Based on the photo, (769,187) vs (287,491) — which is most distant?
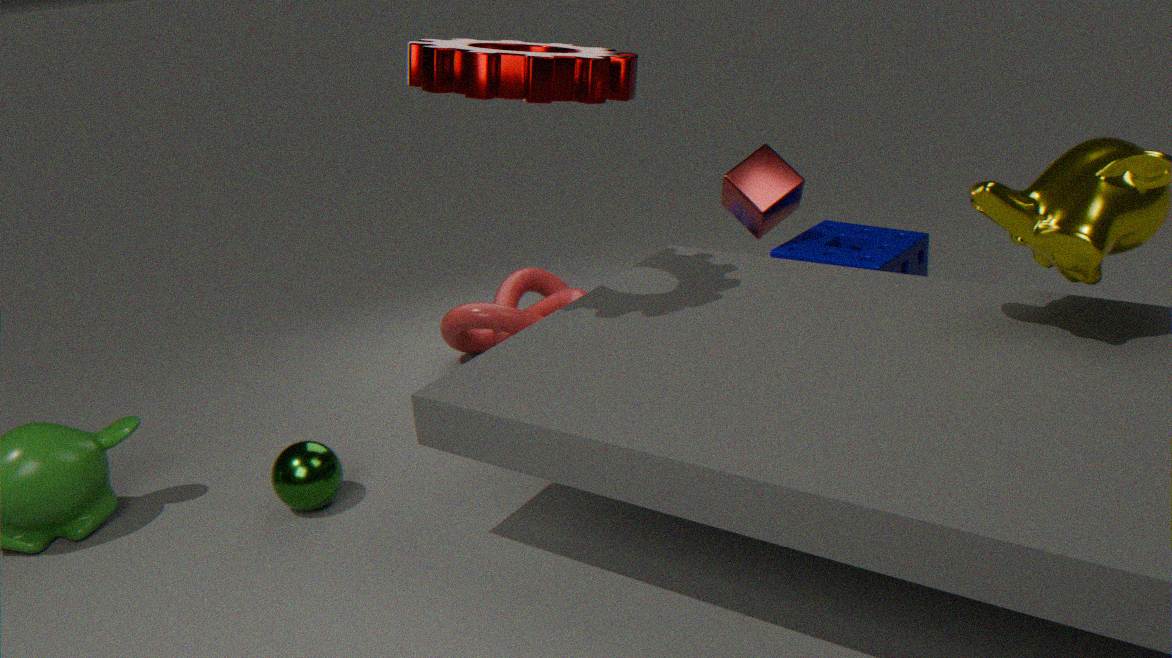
(769,187)
